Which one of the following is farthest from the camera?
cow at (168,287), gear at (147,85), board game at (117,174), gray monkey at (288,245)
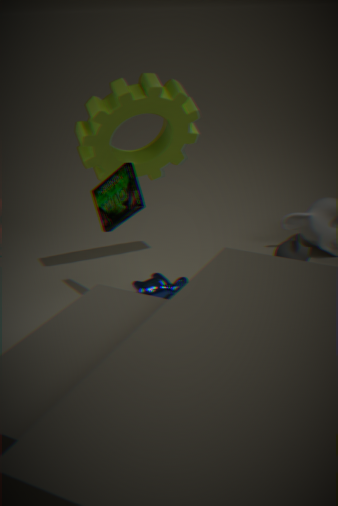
gray monkey at (288,245)
